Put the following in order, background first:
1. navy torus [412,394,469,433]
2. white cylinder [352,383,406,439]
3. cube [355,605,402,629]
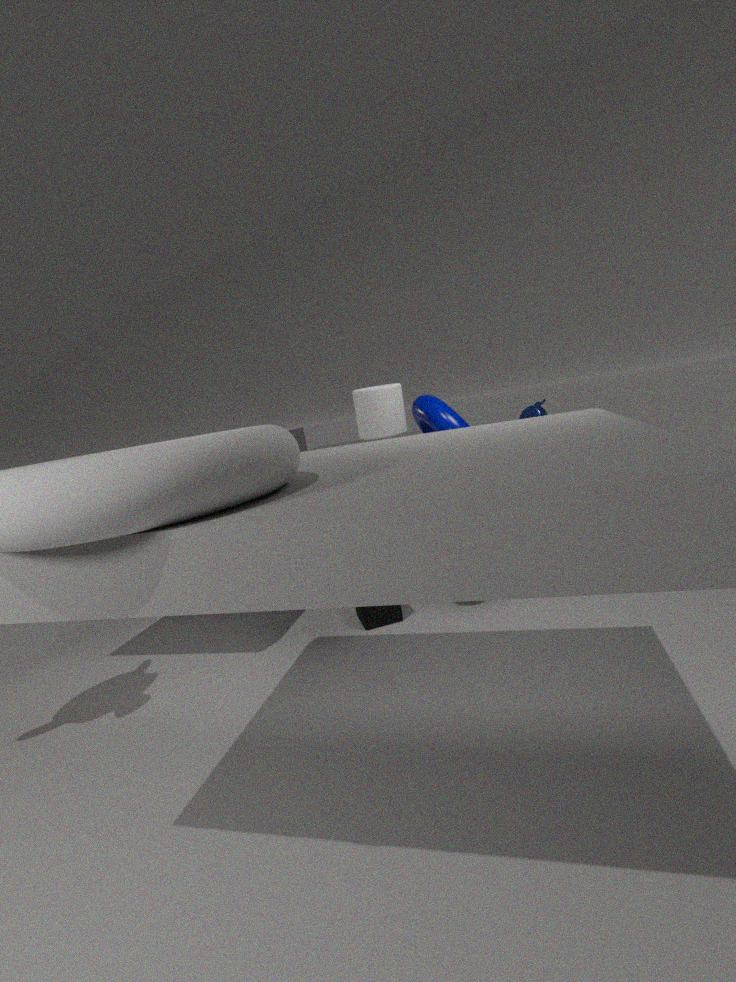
cube [355,605,402,629] < navy torus [412,394,469,433] < white cylinder [352,383,406,439]
